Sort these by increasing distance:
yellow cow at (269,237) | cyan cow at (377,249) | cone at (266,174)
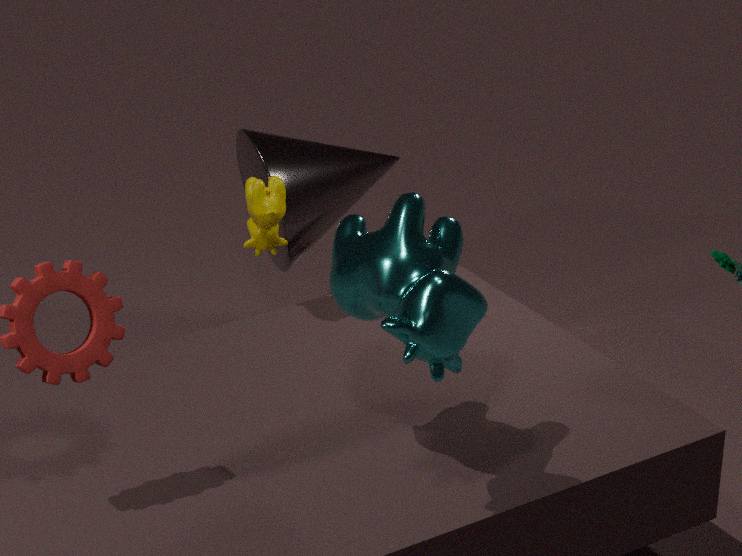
cyan cow at (377,249)
yellow cow at (269,237)
cone at (266,174)
